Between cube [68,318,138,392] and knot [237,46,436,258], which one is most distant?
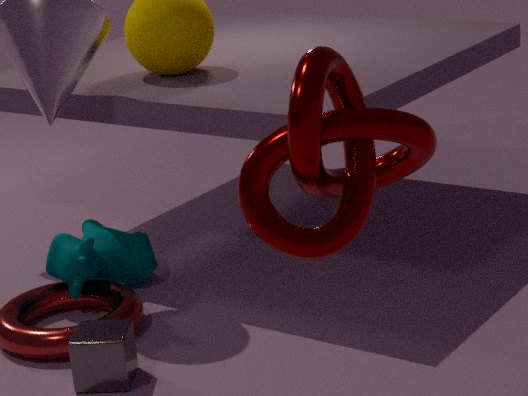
cube [68,318,138,392]
